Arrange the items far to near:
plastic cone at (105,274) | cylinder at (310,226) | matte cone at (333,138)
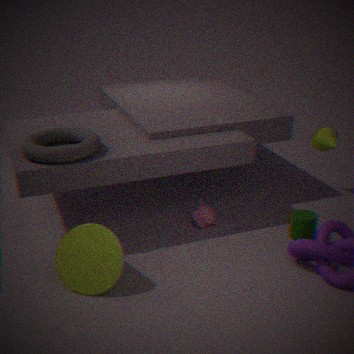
1. matte cone at (333,138)
2. cylinder at (310,226)
3. plastic cone at (105,274)
